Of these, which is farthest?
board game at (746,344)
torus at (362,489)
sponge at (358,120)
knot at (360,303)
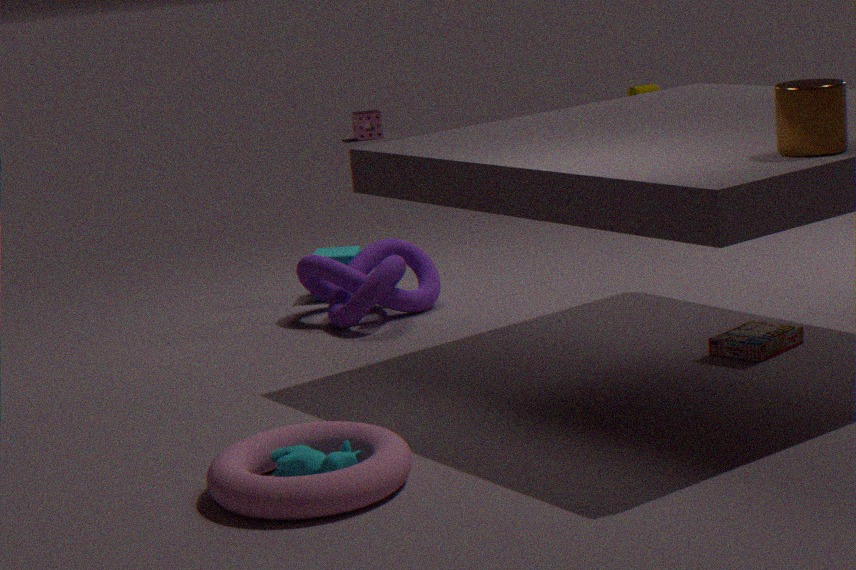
sponge at (358,120)
